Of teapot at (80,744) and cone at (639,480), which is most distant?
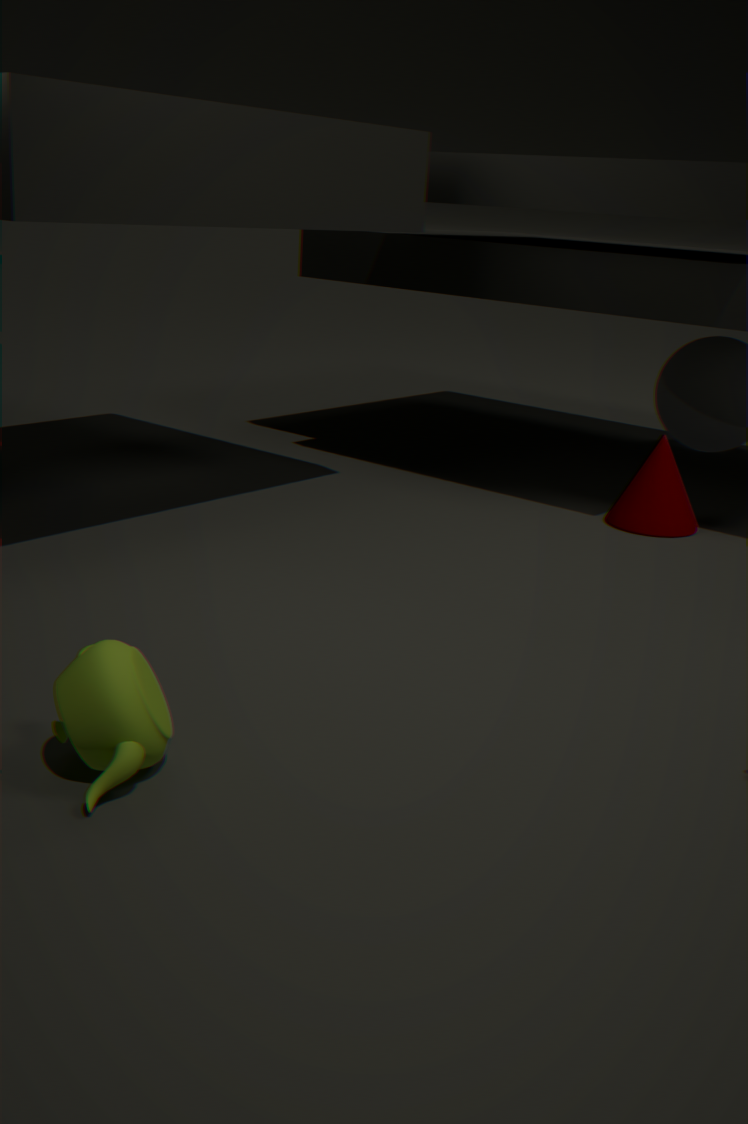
cone at (639,480)
